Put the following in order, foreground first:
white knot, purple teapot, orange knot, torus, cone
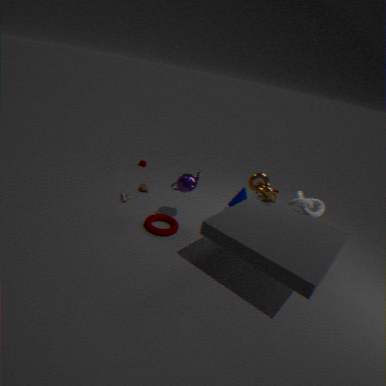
torus, white knot, purple teapot, orange knot, cone
